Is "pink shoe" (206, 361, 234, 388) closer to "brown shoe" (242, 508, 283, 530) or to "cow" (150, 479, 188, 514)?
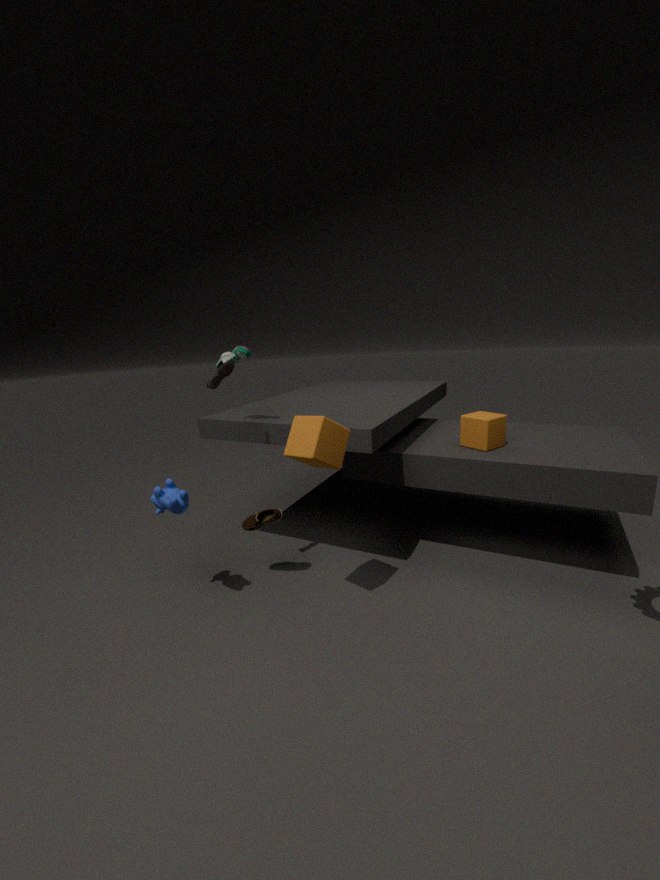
"cow" (150, 479, 188, 514)
